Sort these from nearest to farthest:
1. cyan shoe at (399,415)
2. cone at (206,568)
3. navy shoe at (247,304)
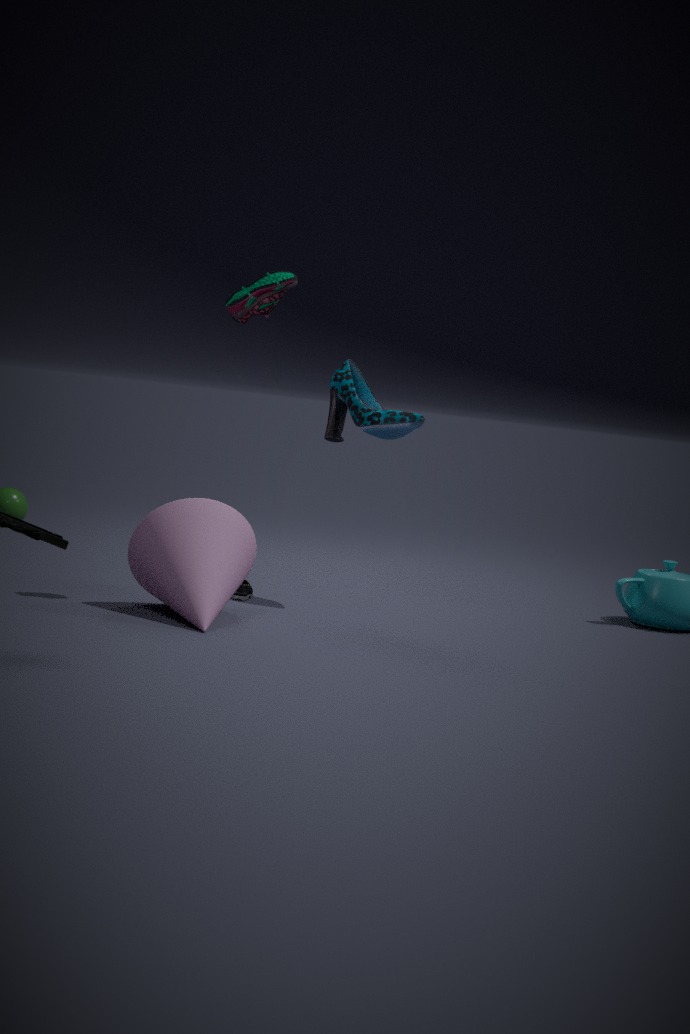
cone at (206,568), navy shoe at (247,304), cyan shoe at (399,415)
